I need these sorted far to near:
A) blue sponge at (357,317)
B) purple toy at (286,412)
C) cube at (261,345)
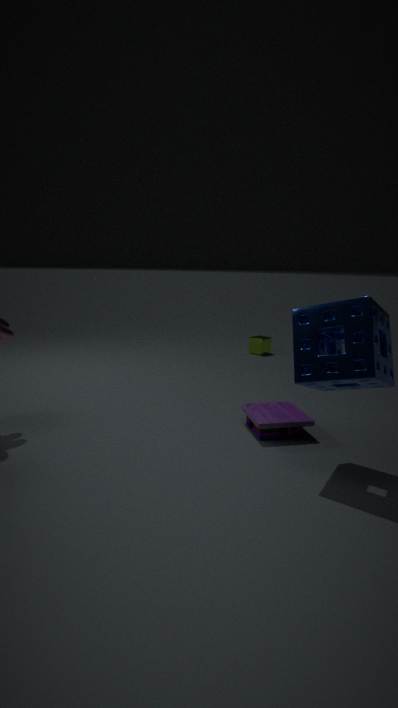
cube at (261,345), purple toy at (286,412), blue sponge at (357,317)
